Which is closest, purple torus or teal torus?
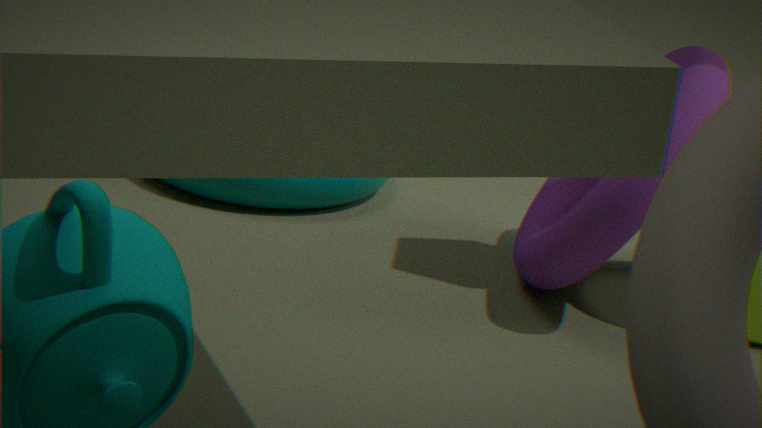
purple torus
